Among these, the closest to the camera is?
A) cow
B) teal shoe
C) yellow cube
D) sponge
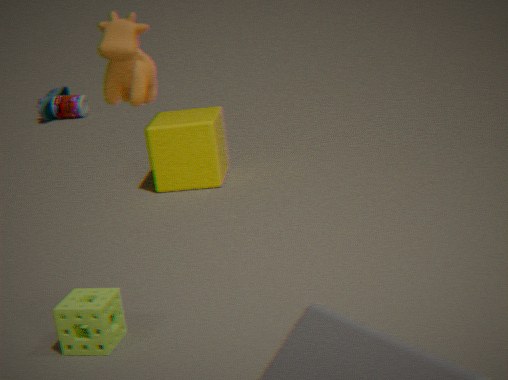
cow
